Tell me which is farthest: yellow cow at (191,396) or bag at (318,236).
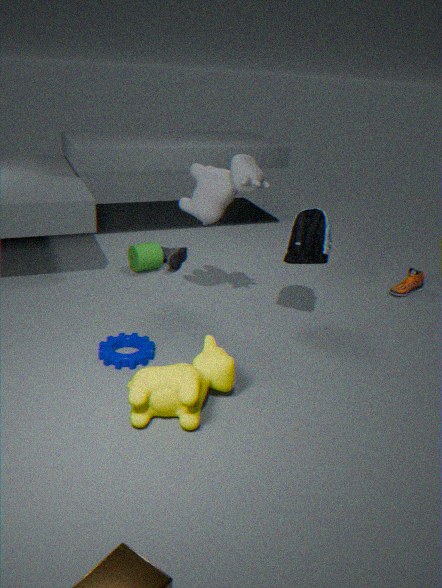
bag at (318,236)
